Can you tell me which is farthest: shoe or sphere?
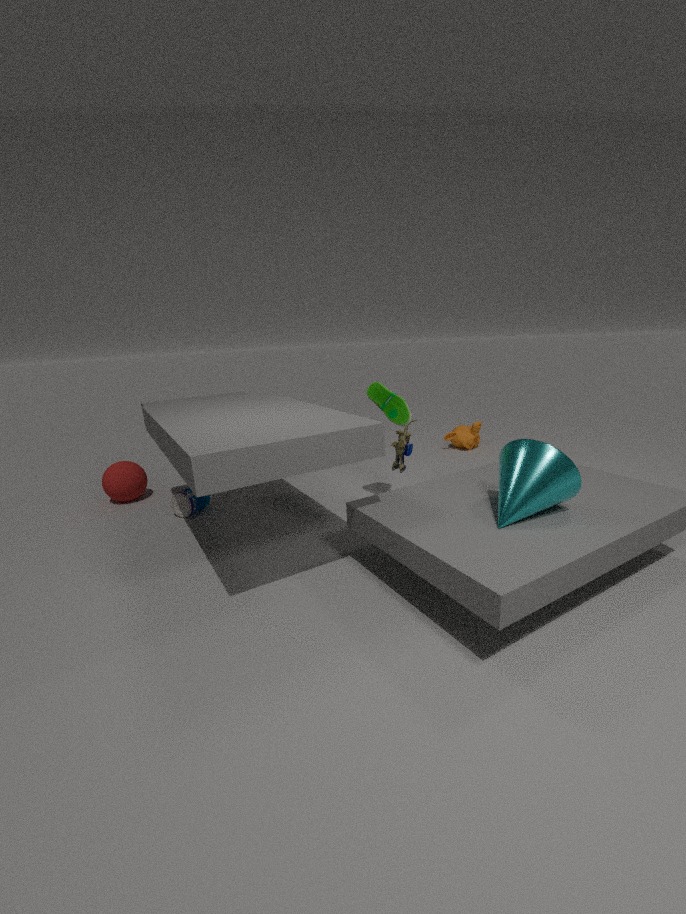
sphere
